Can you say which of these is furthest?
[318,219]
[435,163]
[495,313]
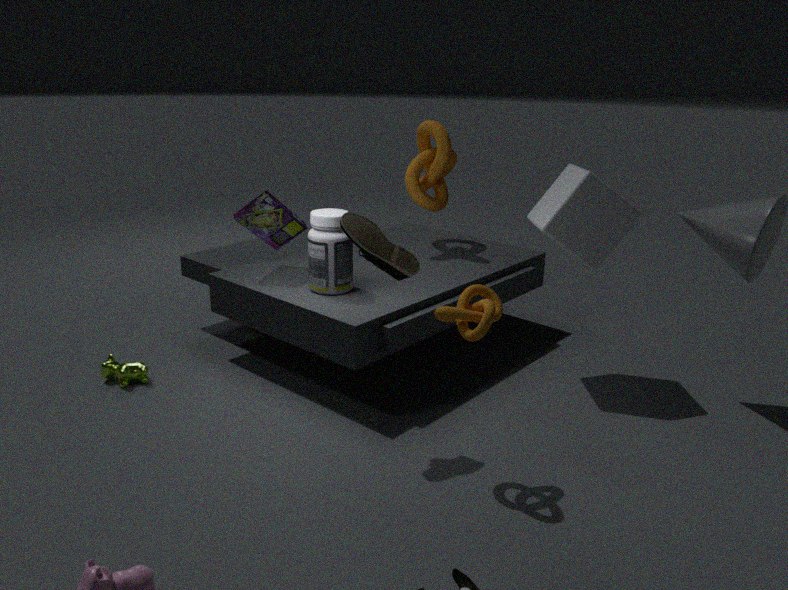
[435,163]
